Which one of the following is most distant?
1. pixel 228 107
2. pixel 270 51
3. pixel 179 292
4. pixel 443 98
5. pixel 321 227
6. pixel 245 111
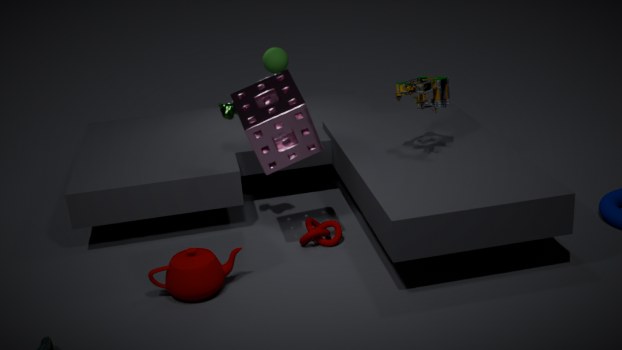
pixel 270 51
